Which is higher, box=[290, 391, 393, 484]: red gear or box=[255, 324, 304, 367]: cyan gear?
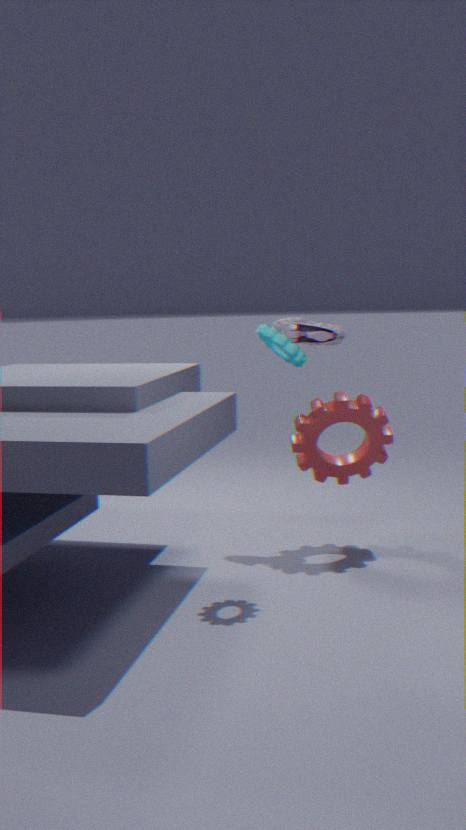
box=[255, 324, 304, 367]: cyan gear
